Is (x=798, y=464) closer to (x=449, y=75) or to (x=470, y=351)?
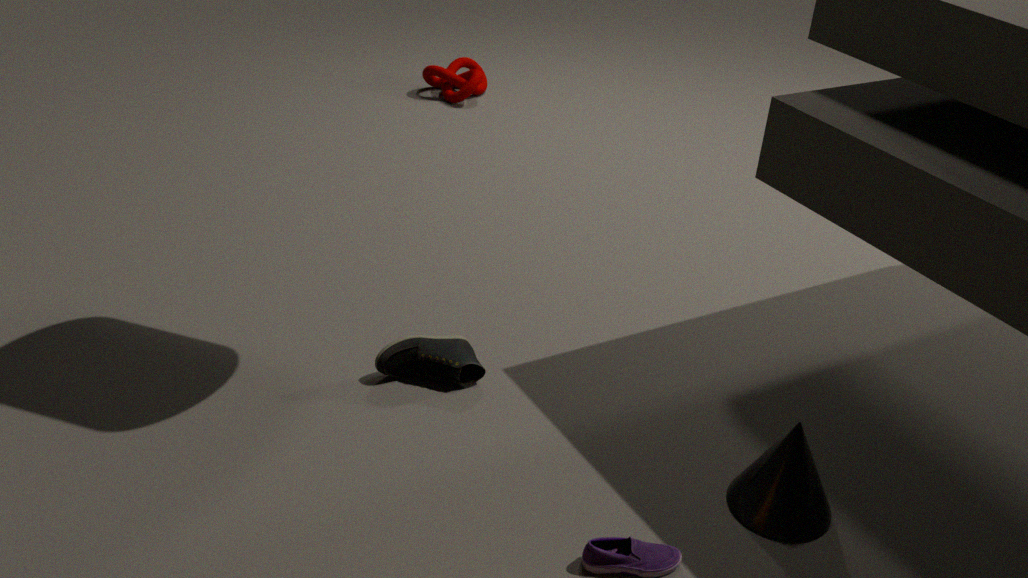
(x=470, y=351)
